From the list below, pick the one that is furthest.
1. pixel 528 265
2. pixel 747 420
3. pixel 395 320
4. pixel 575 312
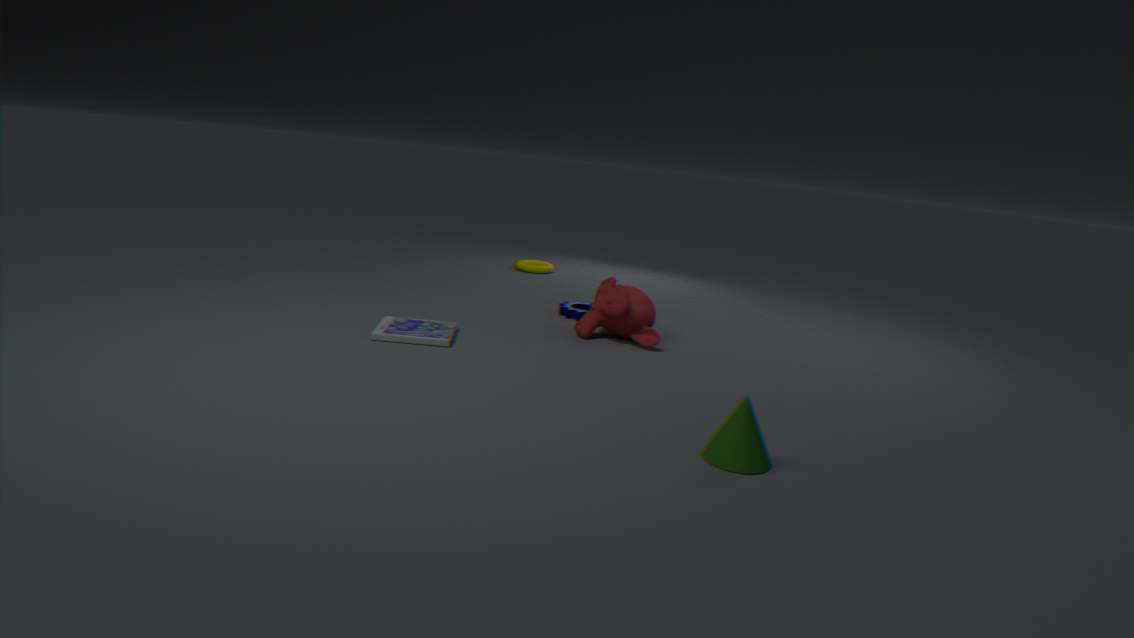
pixel 528 265
